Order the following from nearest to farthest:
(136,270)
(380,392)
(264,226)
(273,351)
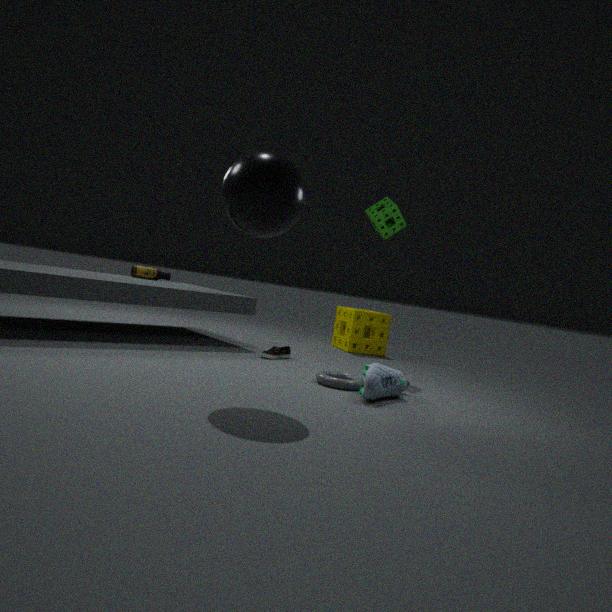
(264,226)
(380,392)
(273,351)
(136,270)
